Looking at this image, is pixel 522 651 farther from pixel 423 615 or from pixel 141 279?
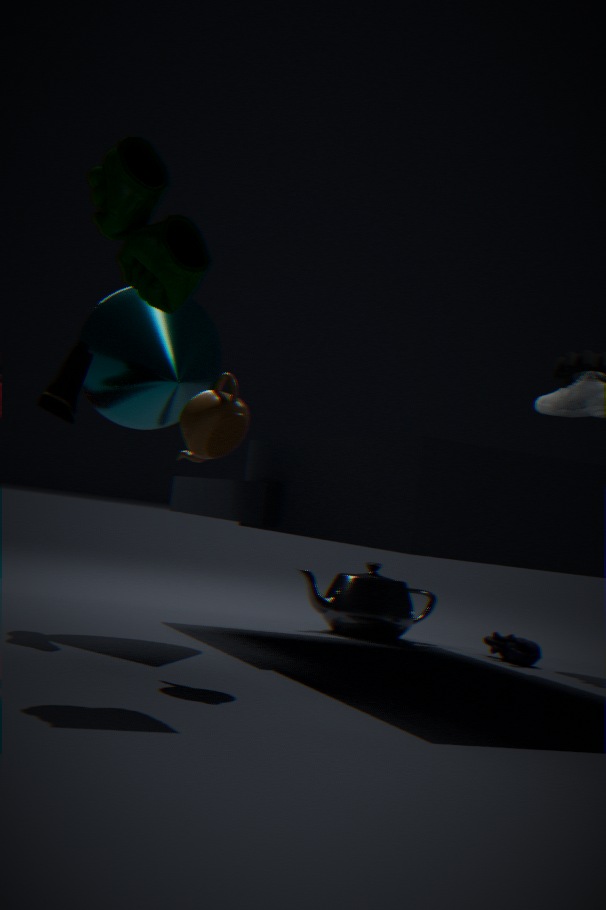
pixel 141 279
